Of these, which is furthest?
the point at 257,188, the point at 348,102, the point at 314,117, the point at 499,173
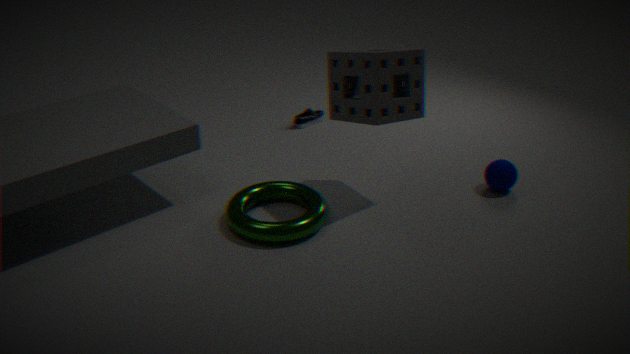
the point at 314,117
